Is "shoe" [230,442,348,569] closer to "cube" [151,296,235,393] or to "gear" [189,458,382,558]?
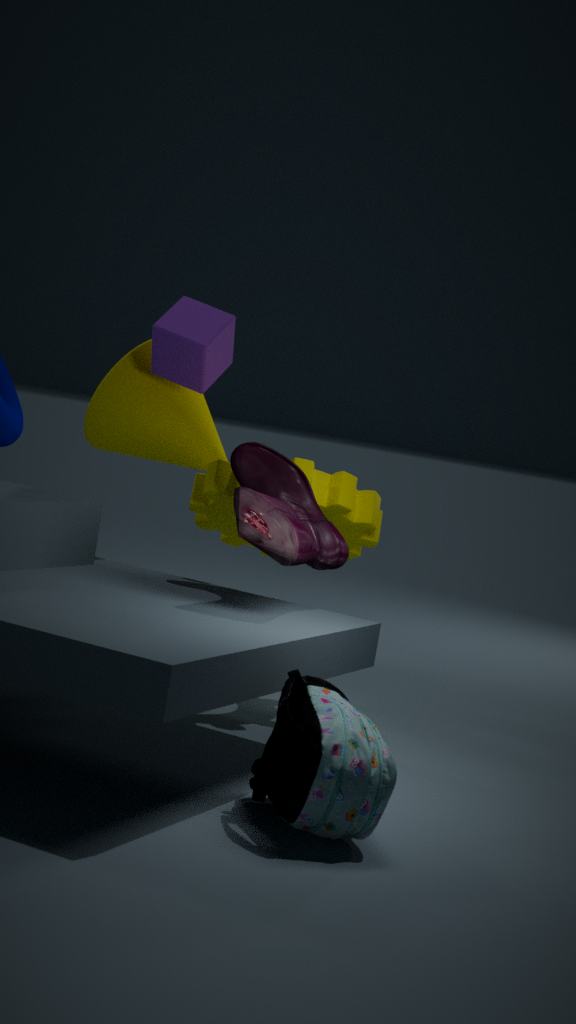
"gear" [189,458,382,558]
